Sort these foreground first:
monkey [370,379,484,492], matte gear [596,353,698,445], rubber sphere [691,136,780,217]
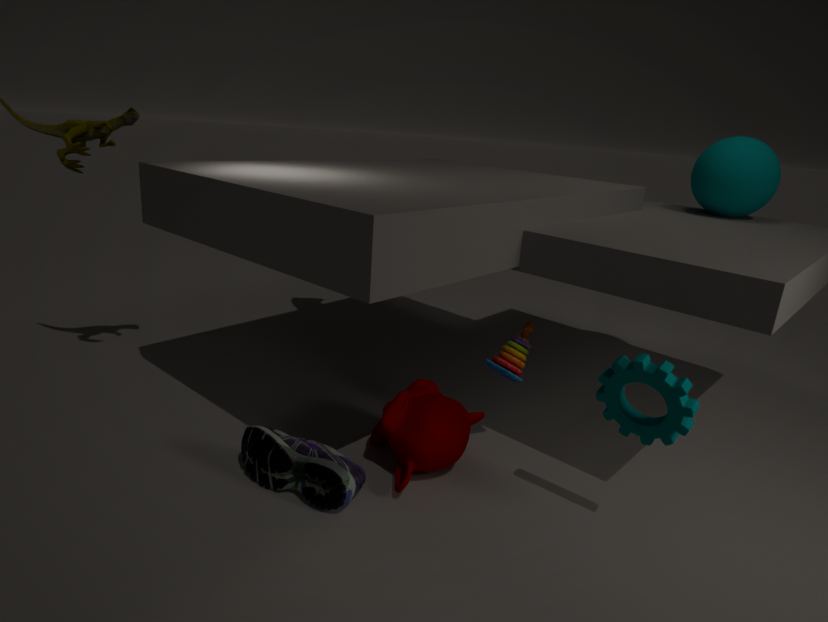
matte gear [596,353,698,445]
monkey [370,379,484,492]
rubber sphere [691,136,780,217]
